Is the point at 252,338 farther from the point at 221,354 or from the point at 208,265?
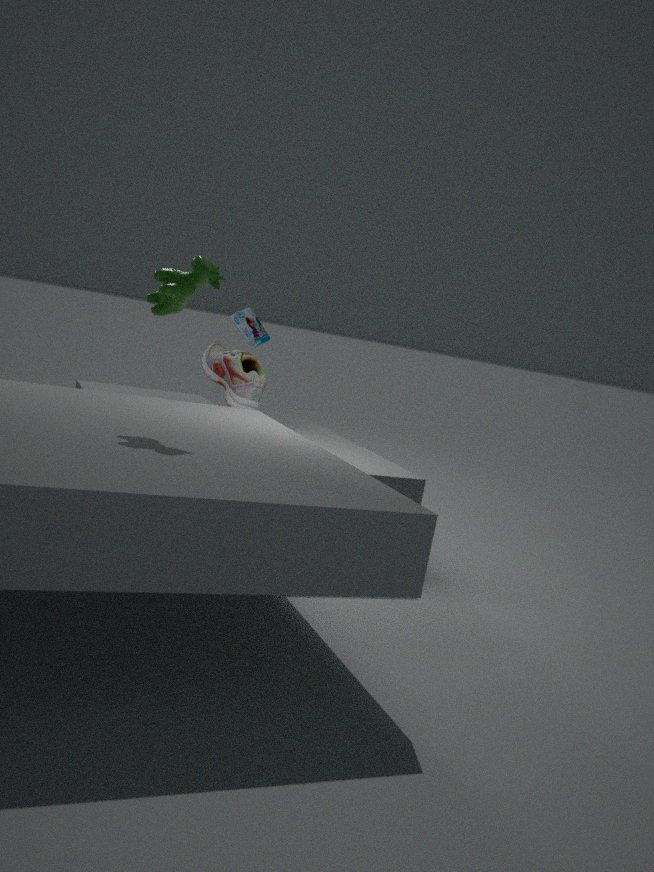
the point at 208,265
